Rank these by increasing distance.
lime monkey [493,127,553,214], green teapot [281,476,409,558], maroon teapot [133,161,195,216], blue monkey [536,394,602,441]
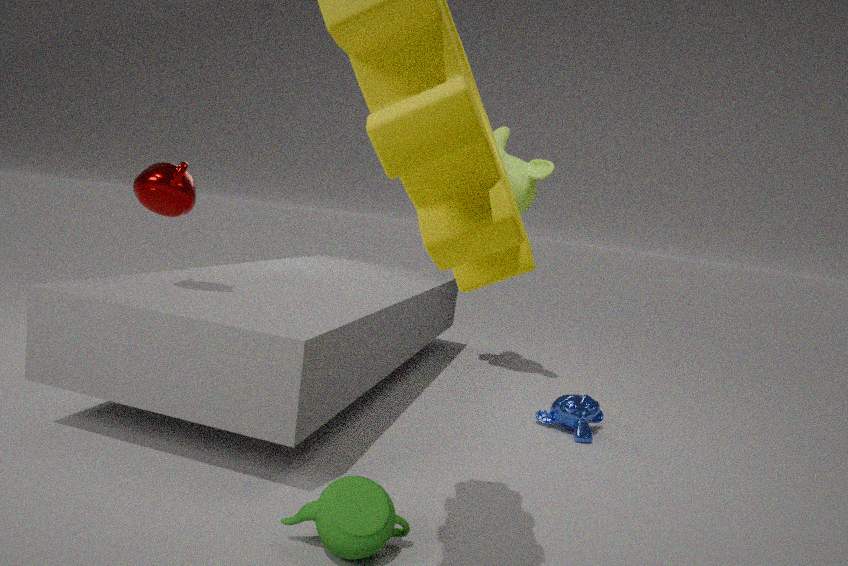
green teapot [281,476,409,558]
maroon teapot [133,161,195,216]
blue monkey [536,394,602,441]
lime monkey [493,127,553,214]
